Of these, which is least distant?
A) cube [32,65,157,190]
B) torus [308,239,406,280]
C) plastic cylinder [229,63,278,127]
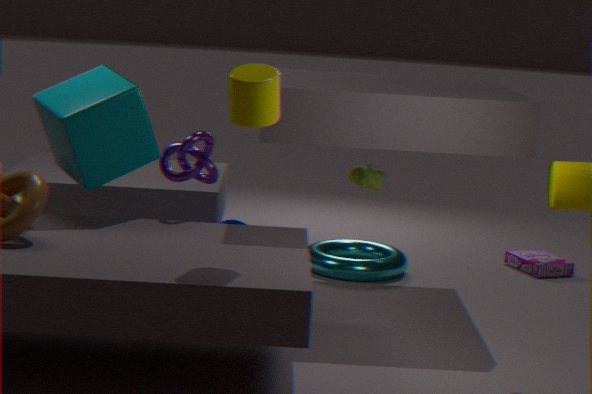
plastic cylinder [229,63,278,127]
